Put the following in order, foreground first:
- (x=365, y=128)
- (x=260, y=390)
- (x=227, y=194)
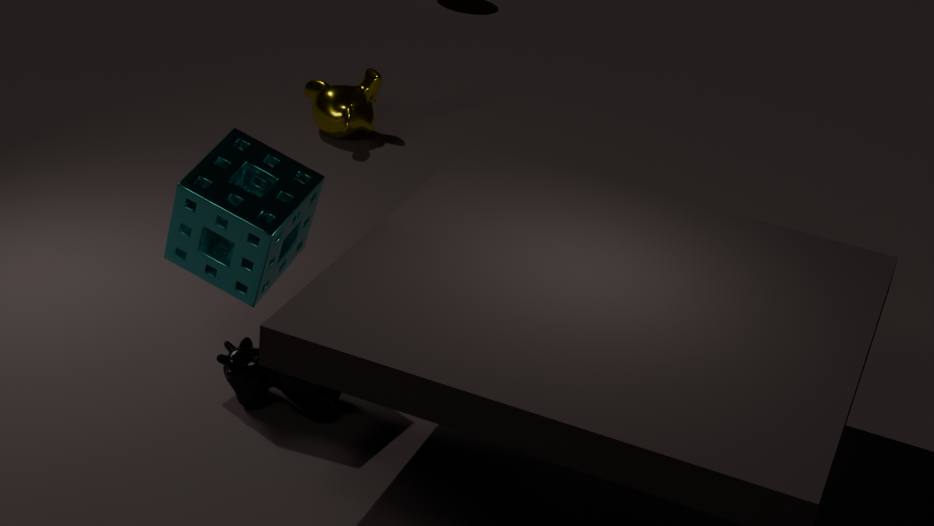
(x=227, y=194) < (x=260, y=390) < (x=365, y=128)
